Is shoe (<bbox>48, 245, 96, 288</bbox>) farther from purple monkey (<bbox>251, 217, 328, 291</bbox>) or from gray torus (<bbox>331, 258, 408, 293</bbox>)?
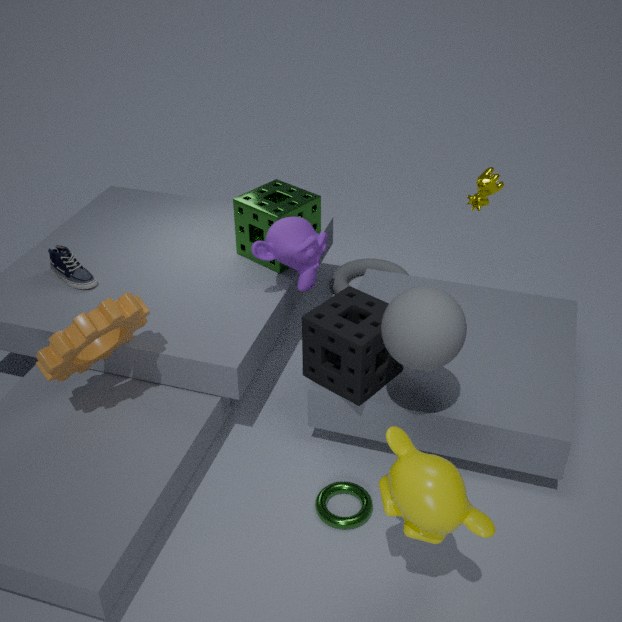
gray torus (<bbox>331, 258, 408, 293</bbox>)
